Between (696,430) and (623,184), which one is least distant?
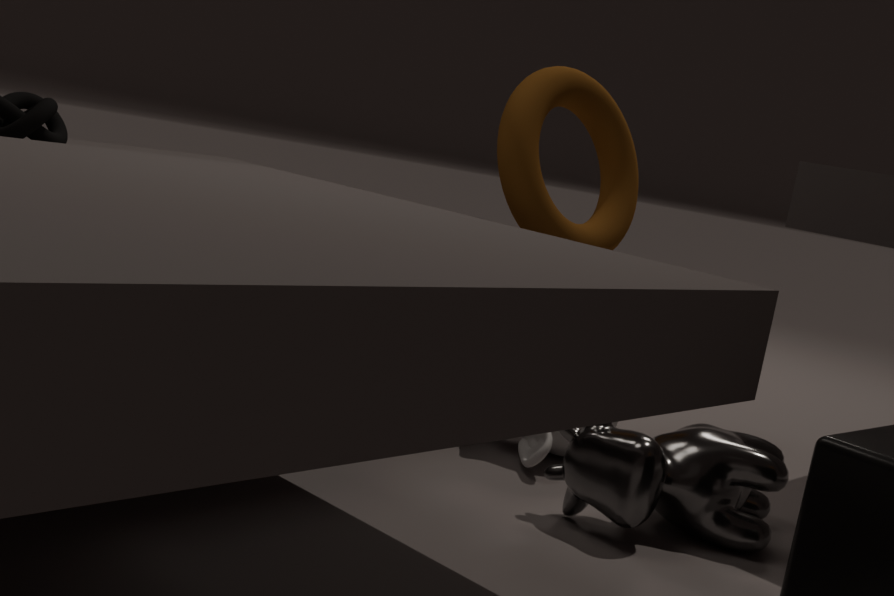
(696,430)
